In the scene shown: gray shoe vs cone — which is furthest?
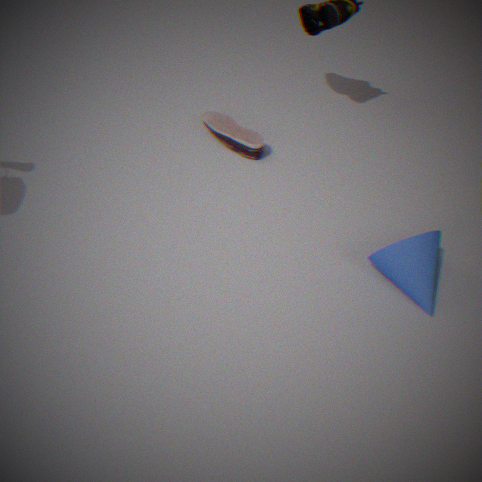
gray shoe
